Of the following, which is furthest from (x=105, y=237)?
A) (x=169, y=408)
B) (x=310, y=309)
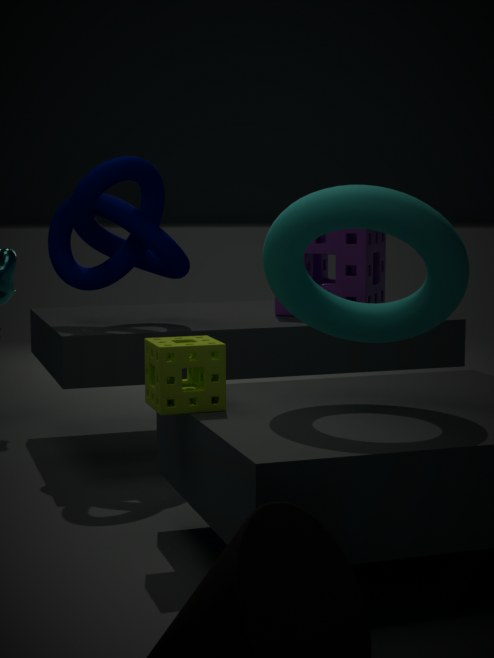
(x=310, y=309)
